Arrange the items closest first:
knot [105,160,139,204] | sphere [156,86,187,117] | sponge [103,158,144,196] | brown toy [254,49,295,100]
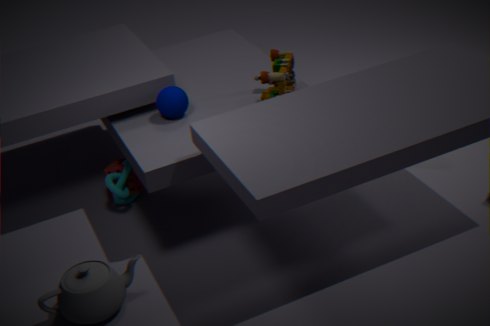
brown toy [254,49,295,100]
sphere [156,86,187,117]
knot [105,160,139,204]
sponge [103,158,144,196]
